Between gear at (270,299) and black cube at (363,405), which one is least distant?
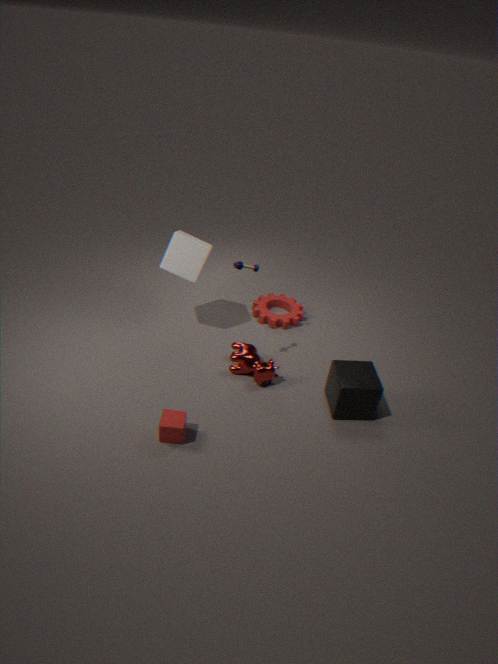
black cube at (363,405)
